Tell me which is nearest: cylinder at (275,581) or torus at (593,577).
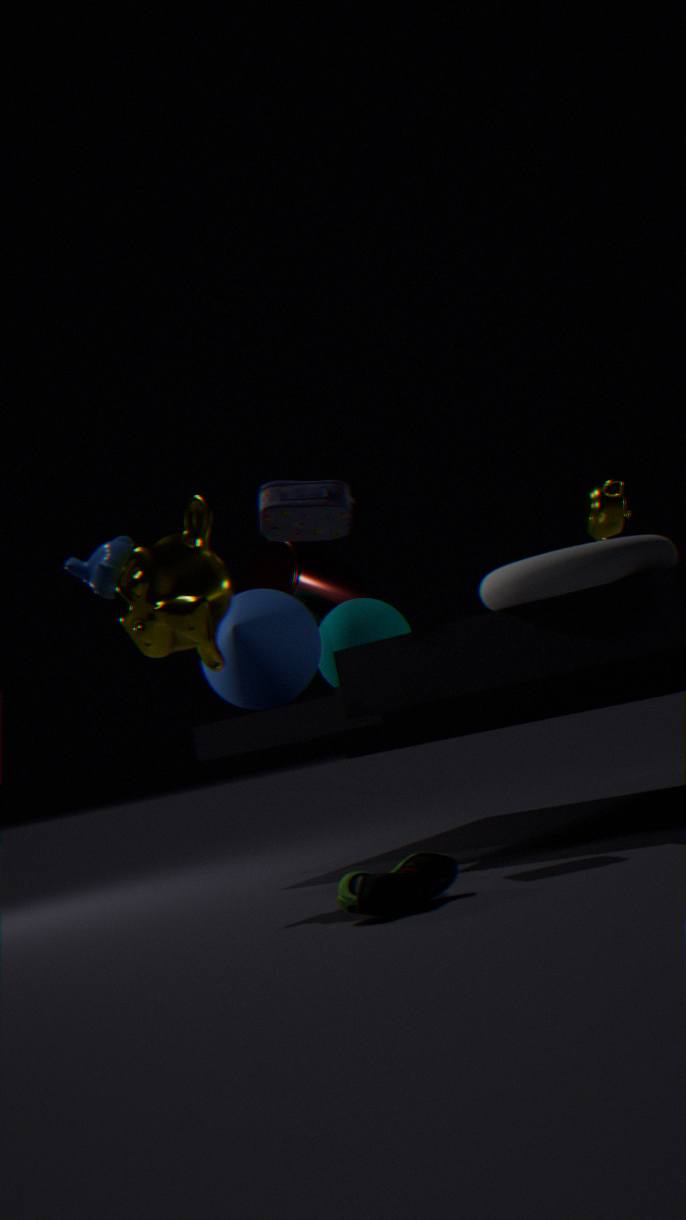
torus at (593,577)
